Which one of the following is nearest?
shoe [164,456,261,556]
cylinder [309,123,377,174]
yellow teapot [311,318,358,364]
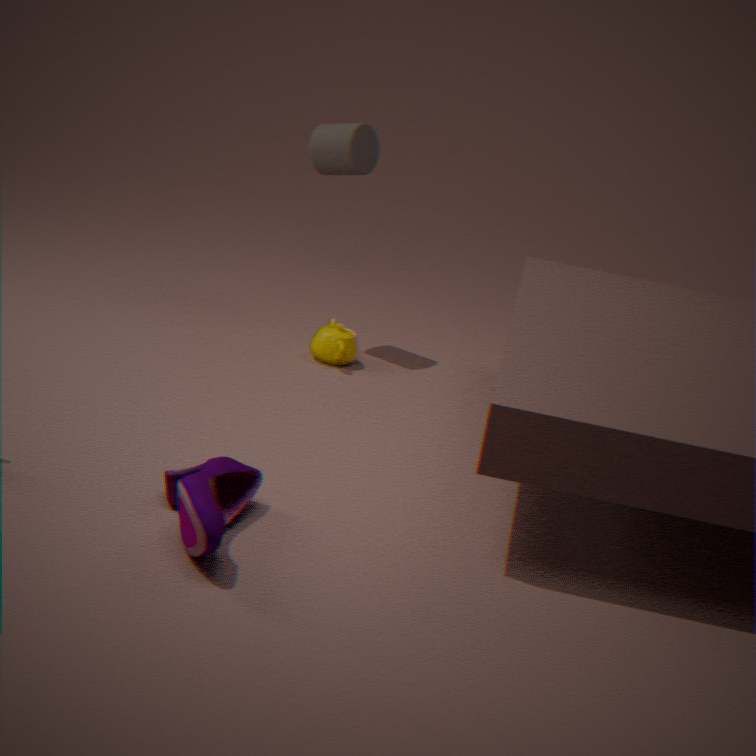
shoe [164,456,261,556]
